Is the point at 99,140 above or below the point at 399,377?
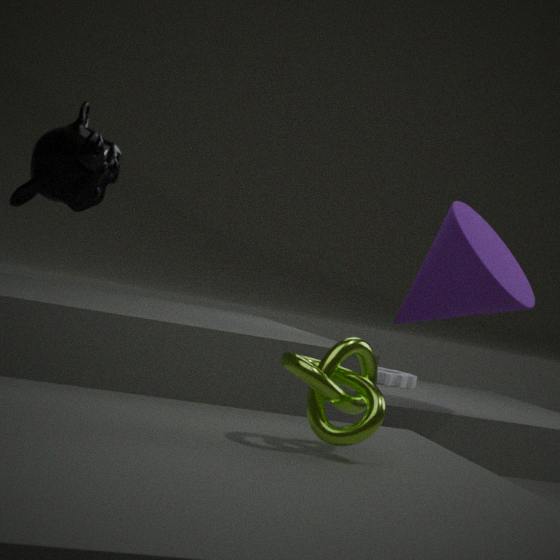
above
